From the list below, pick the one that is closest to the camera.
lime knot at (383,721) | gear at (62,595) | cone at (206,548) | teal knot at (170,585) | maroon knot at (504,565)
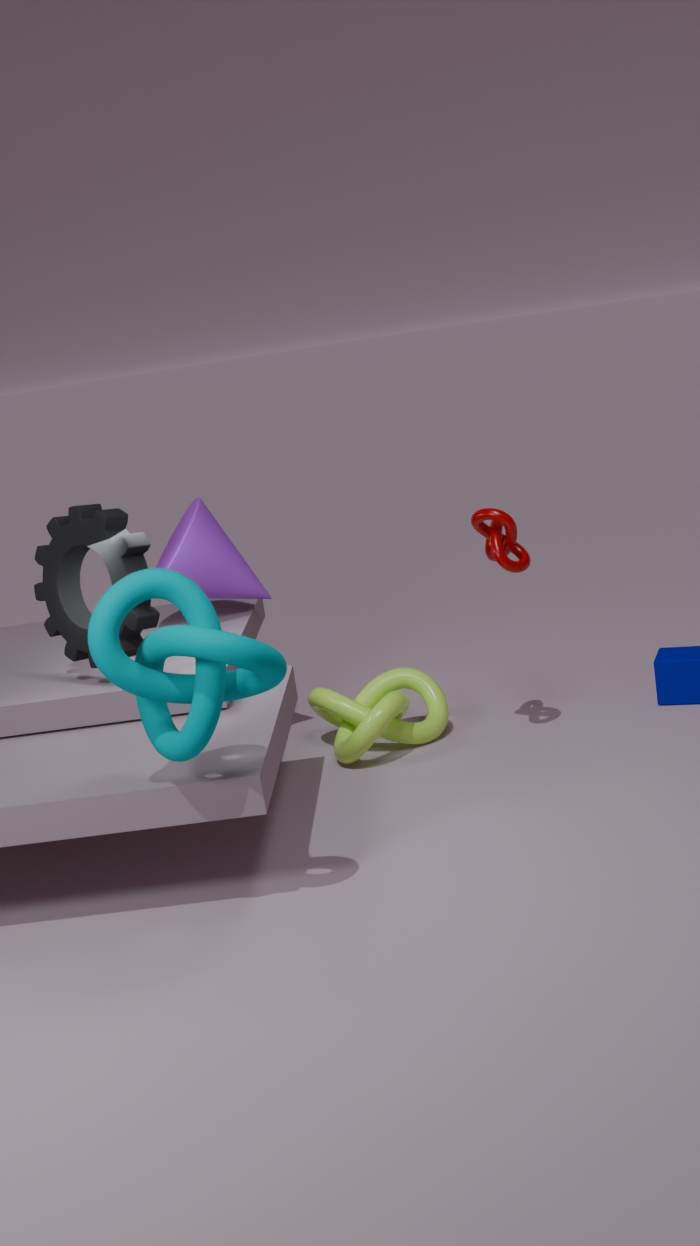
teal knot at (170,585)
